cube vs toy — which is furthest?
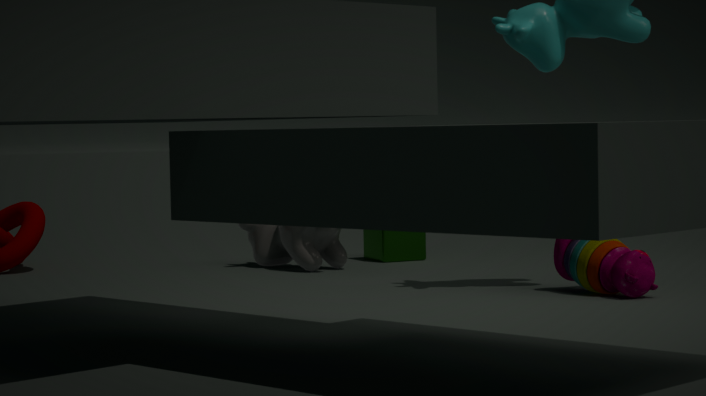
cube
